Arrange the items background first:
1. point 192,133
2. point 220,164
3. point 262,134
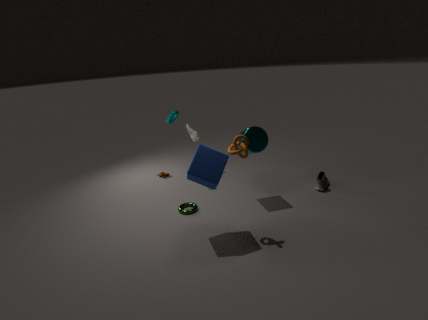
point 192,133
point 262,134
point 220,164
